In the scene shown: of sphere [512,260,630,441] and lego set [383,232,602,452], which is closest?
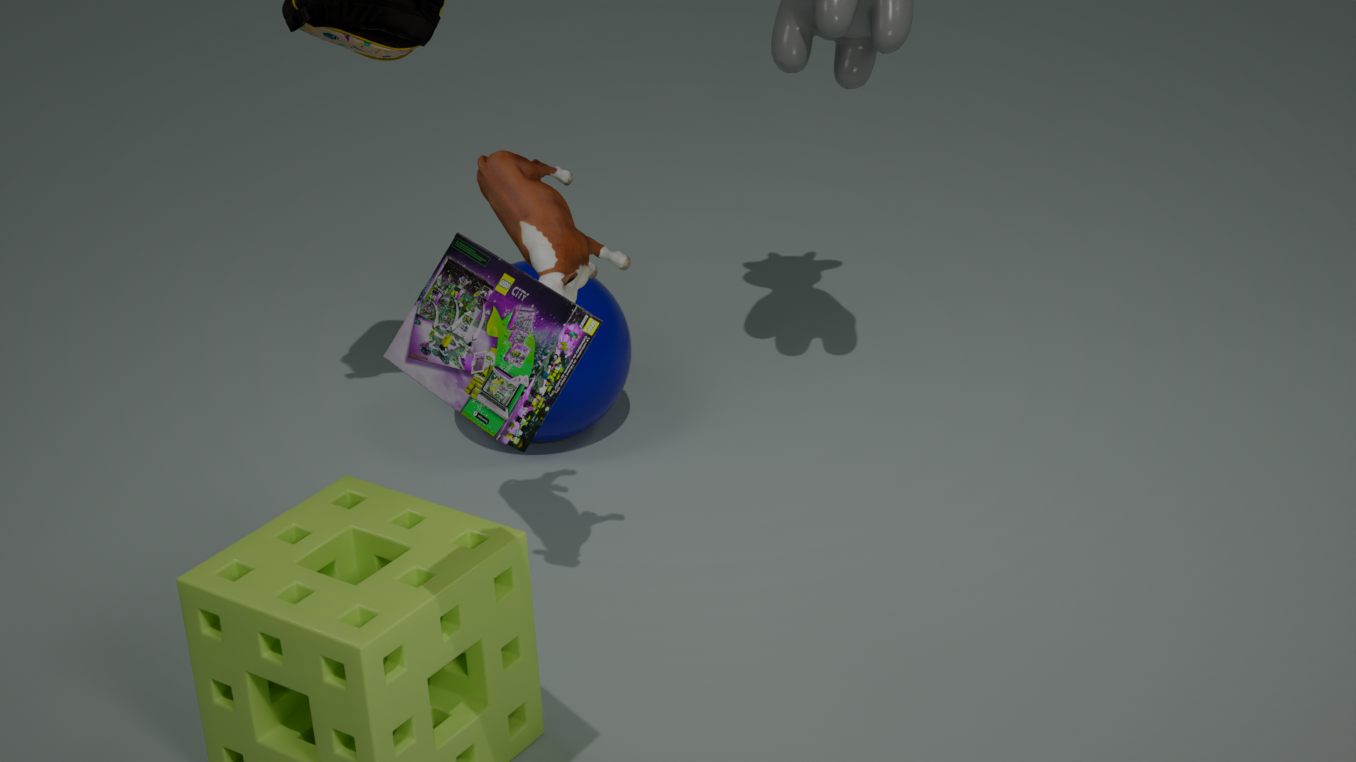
lego set [383,232,602,452]
